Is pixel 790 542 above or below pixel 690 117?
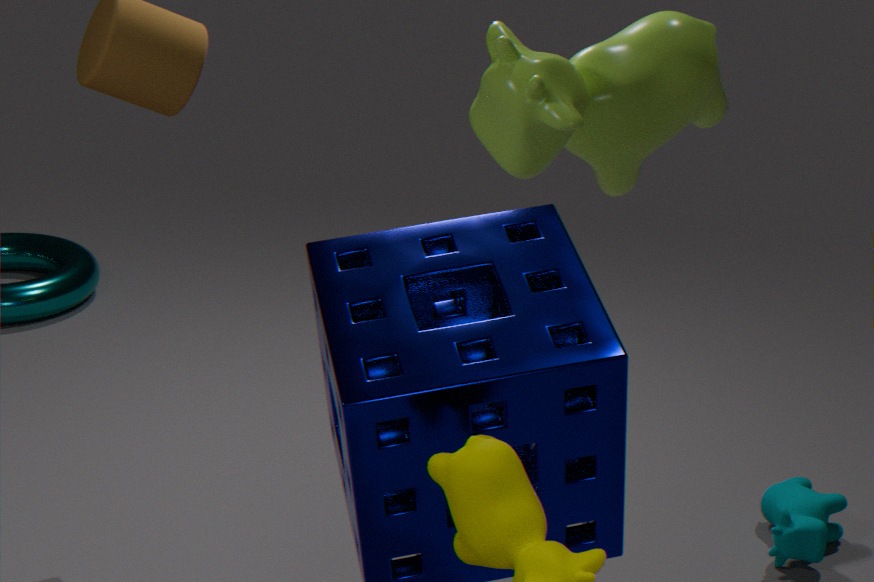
below
